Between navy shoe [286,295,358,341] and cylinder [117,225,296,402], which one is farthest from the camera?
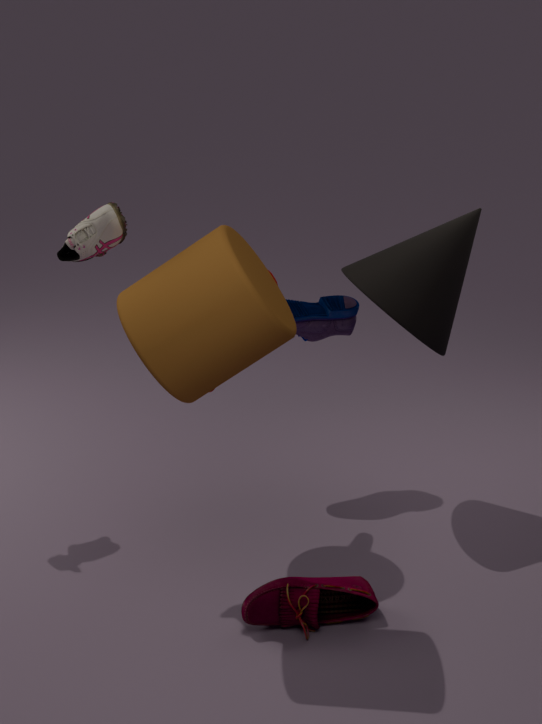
navy shoe [286,295,358,341]
